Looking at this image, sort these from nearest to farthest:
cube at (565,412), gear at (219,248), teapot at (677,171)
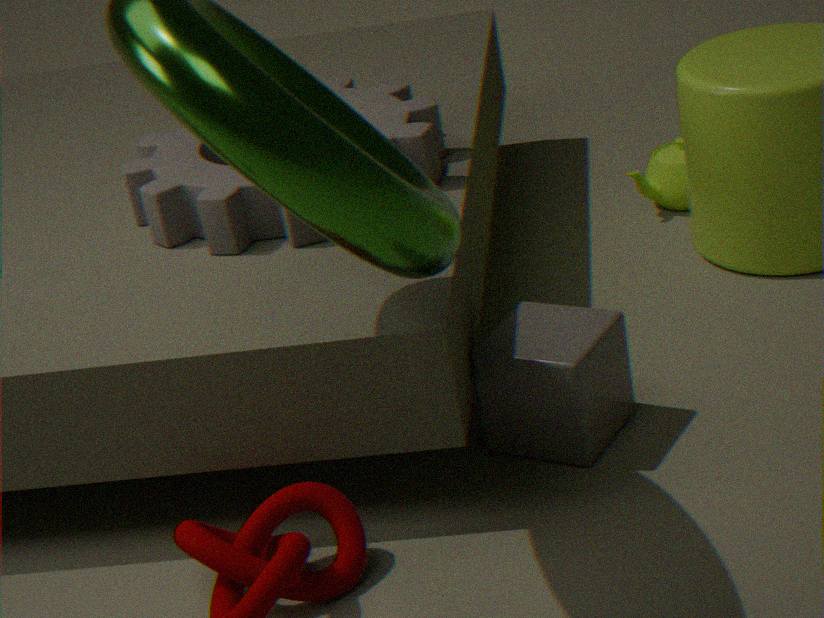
cube at (565,412), gear at (219,248), teapot at (677,171)
